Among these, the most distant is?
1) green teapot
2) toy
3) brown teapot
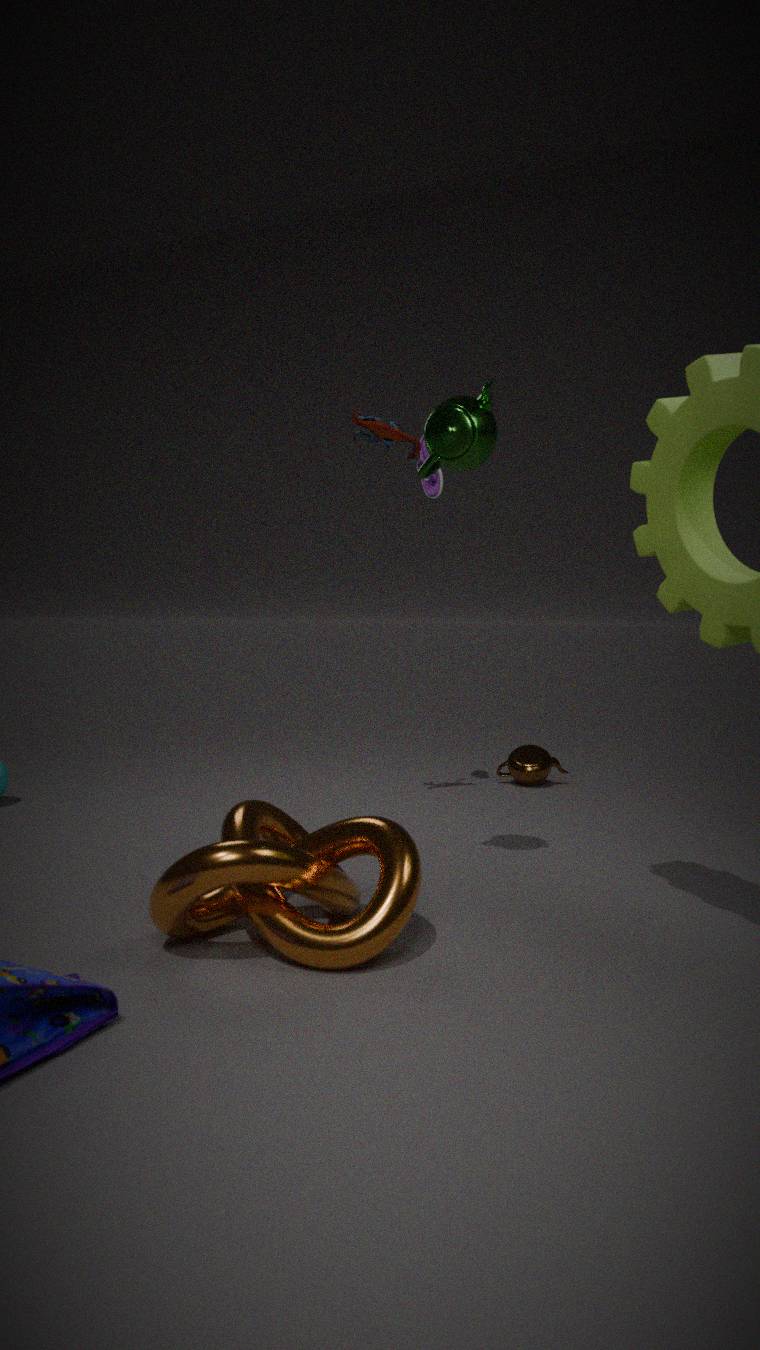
3. brown teapot
